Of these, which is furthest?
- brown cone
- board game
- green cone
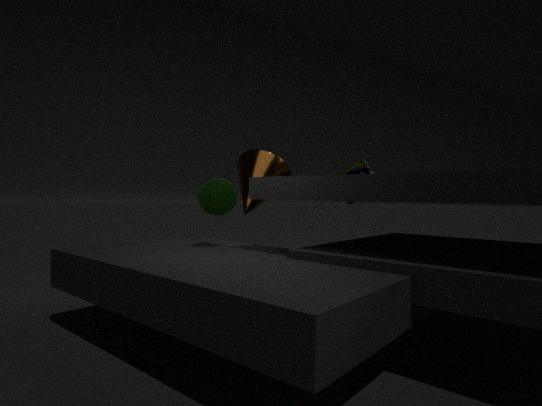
board game
